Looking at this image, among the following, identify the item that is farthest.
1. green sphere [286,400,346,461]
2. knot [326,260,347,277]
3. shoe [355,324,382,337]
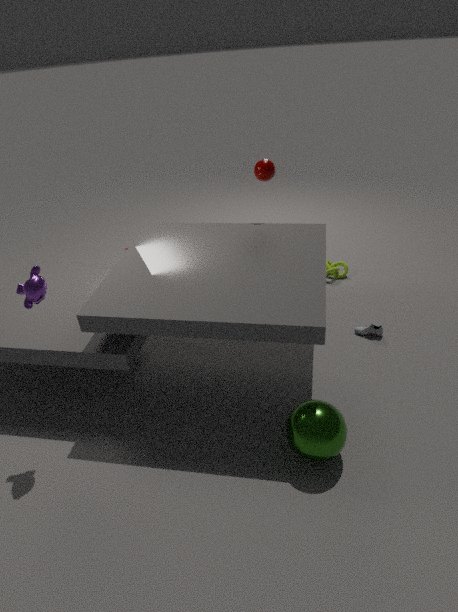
knot [326,260,347,277]
